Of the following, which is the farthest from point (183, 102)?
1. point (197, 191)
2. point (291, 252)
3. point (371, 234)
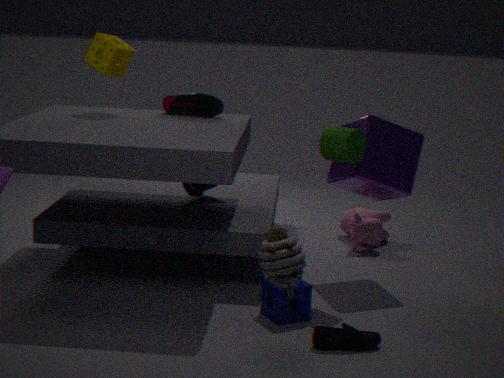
point (291, 252)
